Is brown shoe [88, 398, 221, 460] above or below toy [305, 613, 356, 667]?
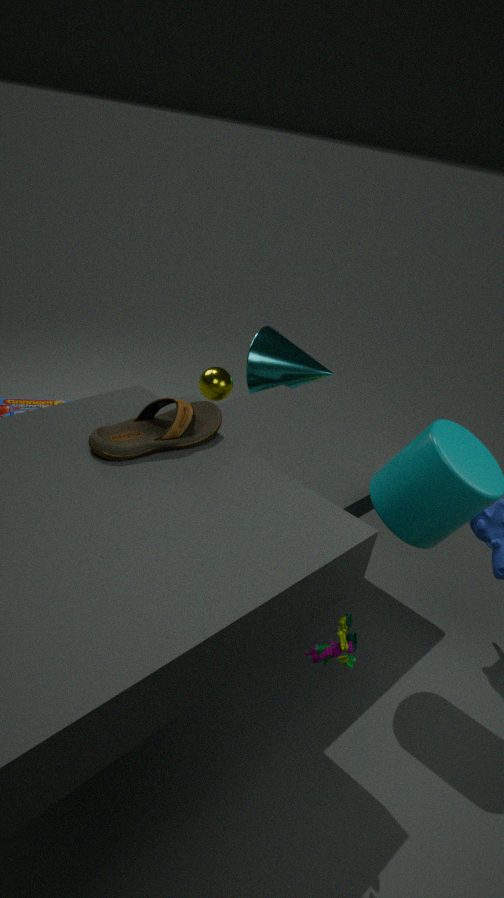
above
